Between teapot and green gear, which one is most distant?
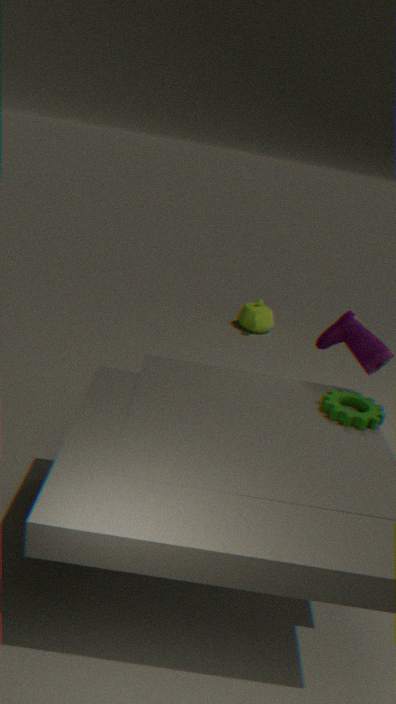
teapot
